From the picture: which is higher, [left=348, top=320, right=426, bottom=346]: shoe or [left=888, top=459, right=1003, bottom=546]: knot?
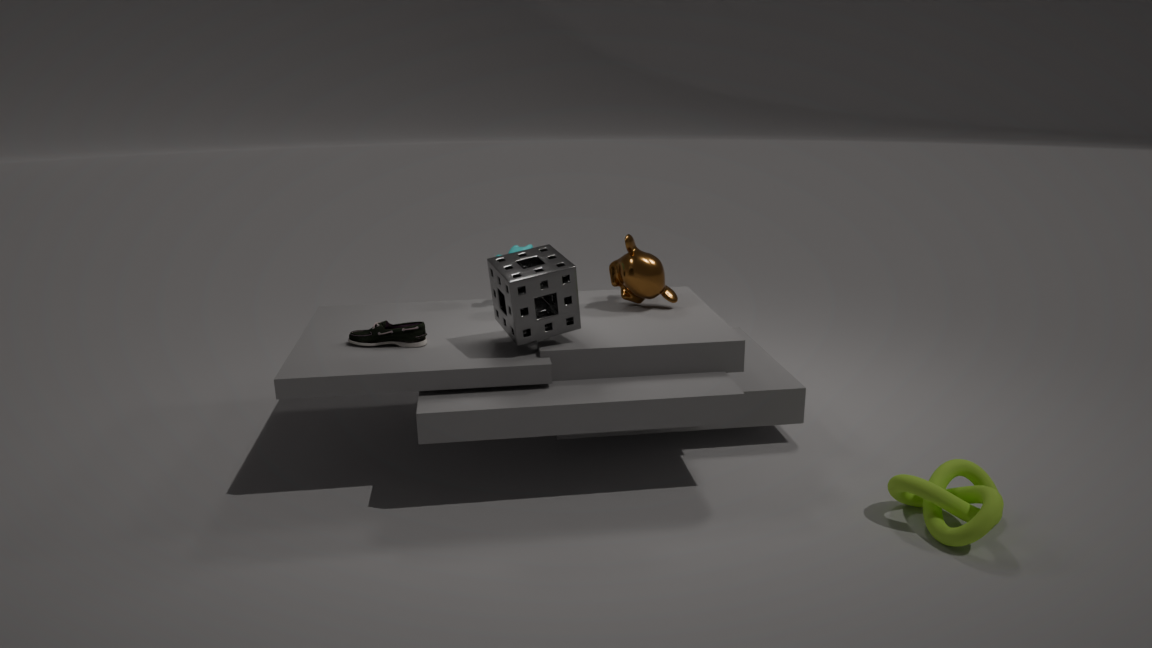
[left=348, top=320, right=426, bottom=346]: shoe
